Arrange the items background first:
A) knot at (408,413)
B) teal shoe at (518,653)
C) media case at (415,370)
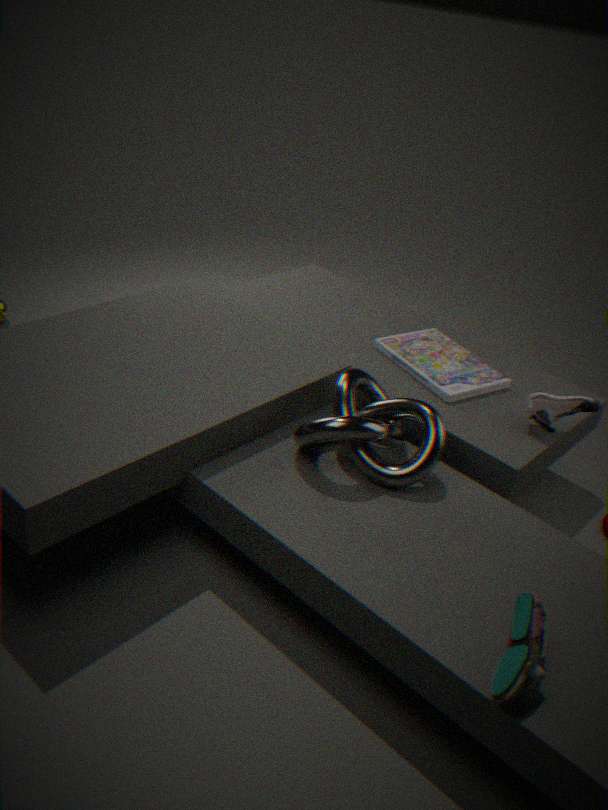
1. media case at (415,370)
2. knot at (408,413)
3. teal shoe at (518,653)
